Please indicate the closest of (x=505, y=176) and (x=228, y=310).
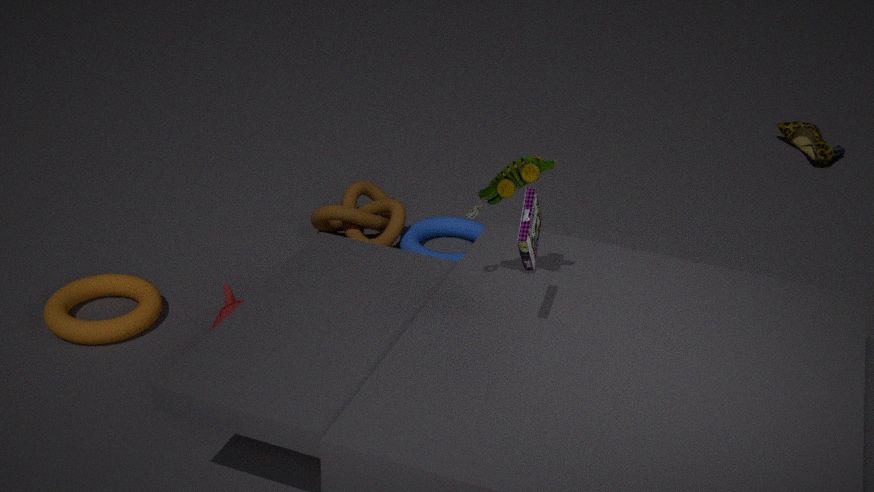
(x=505, y=176)
